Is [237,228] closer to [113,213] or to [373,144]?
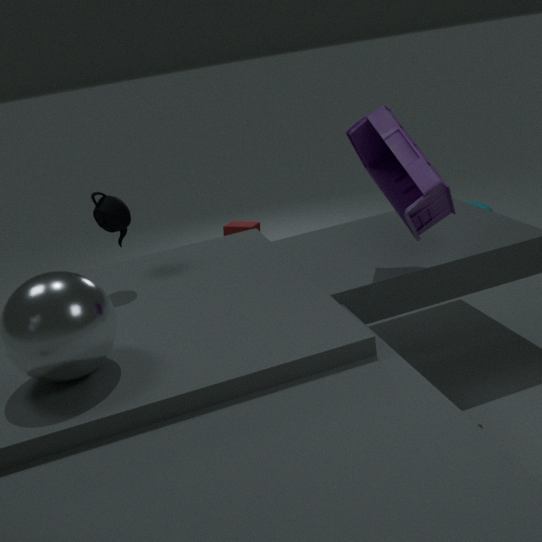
[113,213]
